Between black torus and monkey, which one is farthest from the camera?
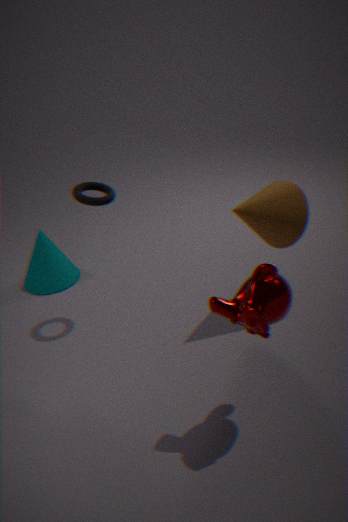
black torus
